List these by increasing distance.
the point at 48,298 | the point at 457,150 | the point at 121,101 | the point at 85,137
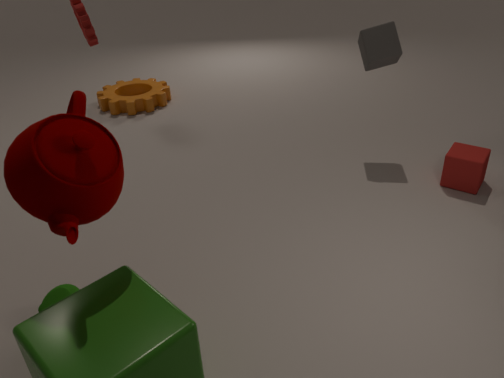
1. the point at 85,137
2. the point at 48,298
3. the point at 457,150
4. the point at 121,101
